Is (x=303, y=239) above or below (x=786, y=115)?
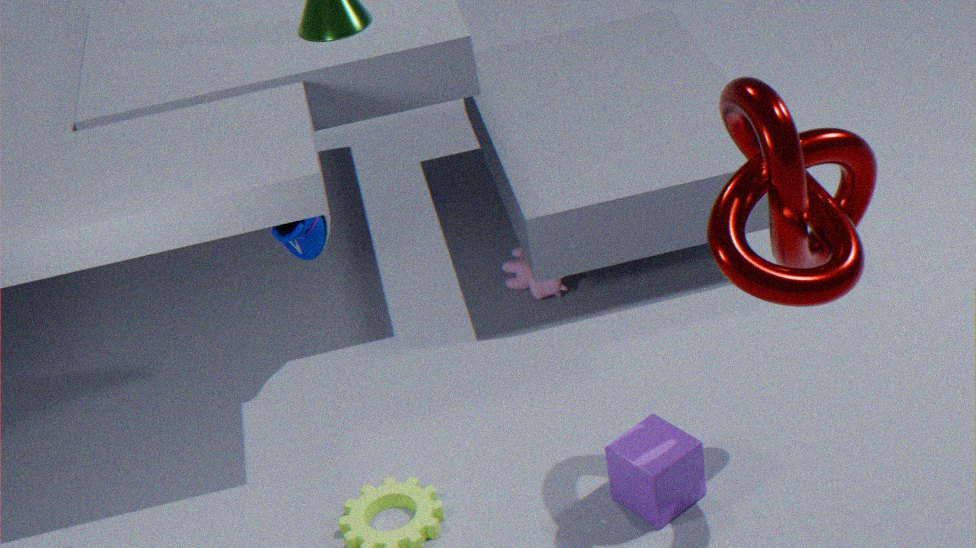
below
